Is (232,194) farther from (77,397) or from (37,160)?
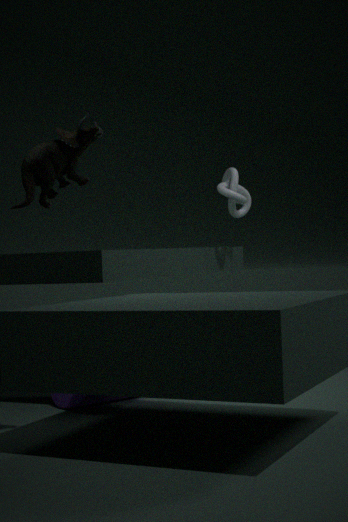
(37,160)
